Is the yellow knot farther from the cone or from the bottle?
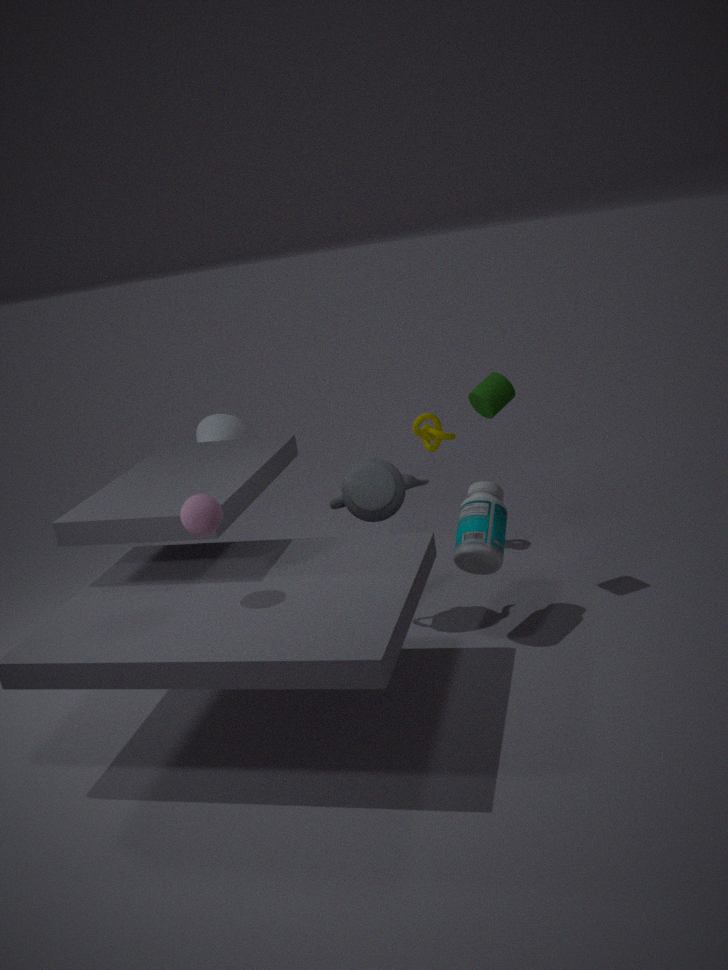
the cone
